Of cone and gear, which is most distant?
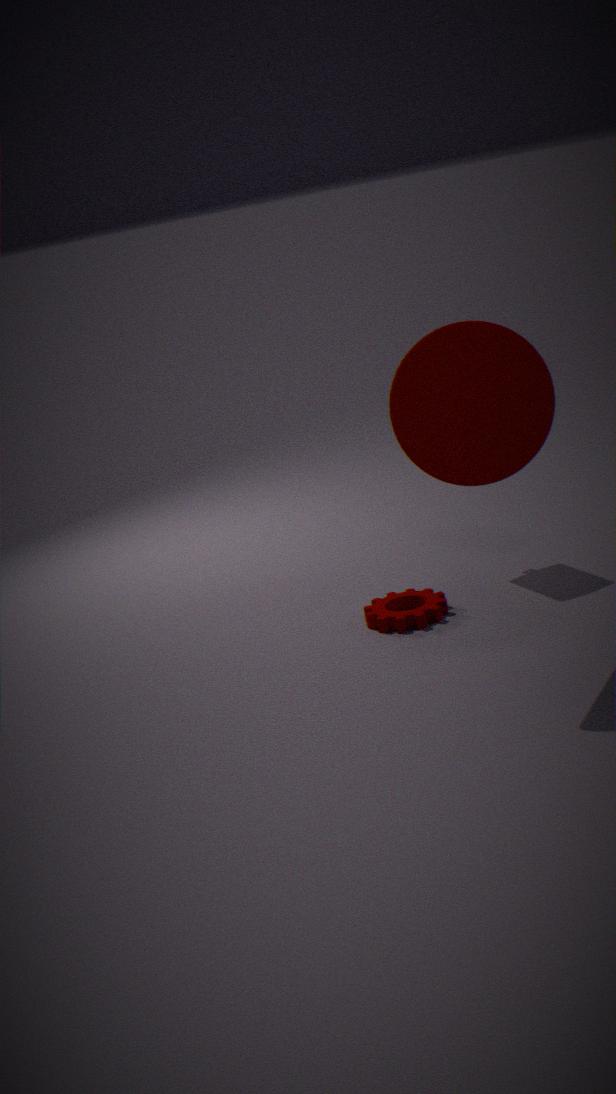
gear
